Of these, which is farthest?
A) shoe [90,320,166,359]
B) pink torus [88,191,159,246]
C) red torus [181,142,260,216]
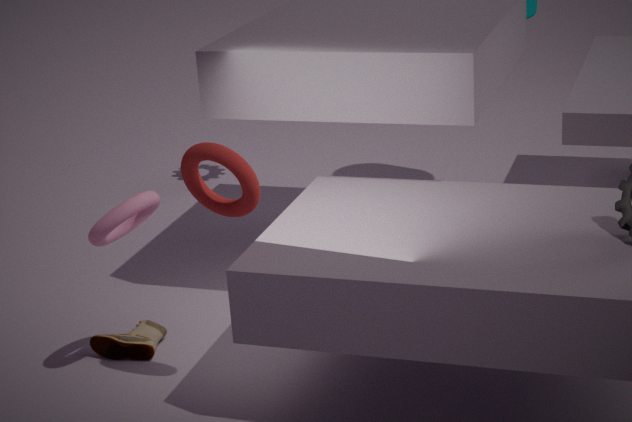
shoe [90,320,166,359]
